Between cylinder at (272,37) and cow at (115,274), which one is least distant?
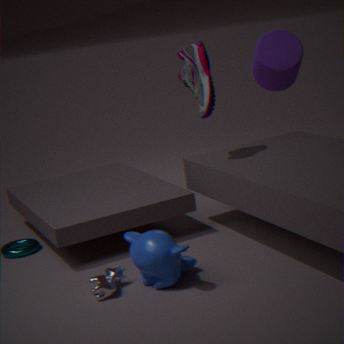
cow at (115,274)
